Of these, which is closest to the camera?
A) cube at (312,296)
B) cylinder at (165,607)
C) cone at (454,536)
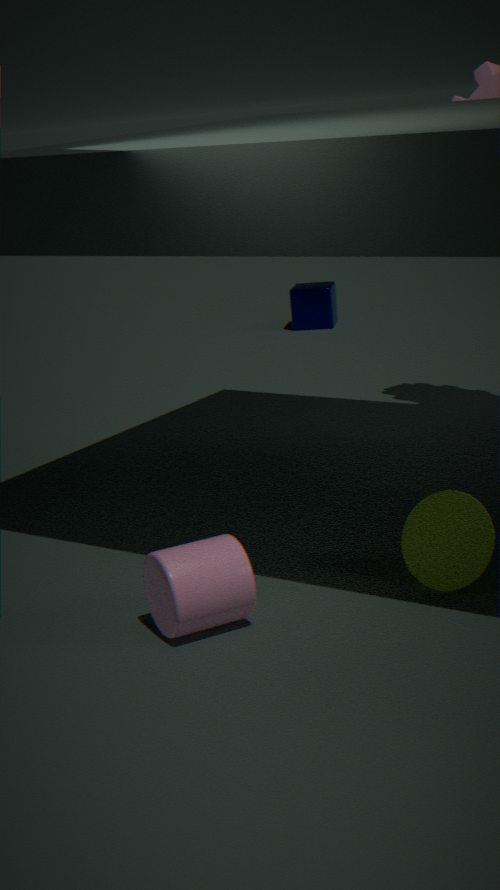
cylinder at (165,607)
